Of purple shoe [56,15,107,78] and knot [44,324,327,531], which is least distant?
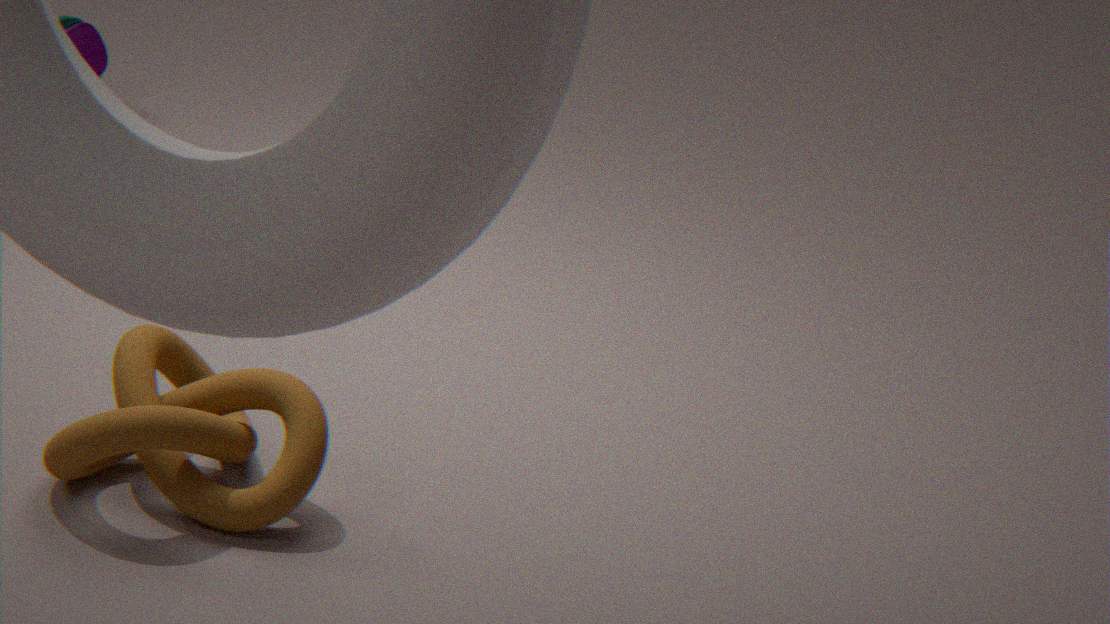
knot [44,324,327,531]
